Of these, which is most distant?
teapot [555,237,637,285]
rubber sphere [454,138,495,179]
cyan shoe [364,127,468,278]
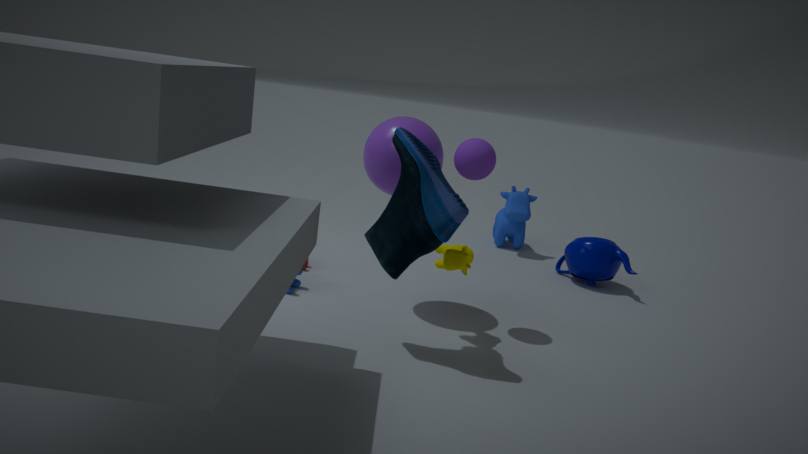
teapot [555,237,637,285]
